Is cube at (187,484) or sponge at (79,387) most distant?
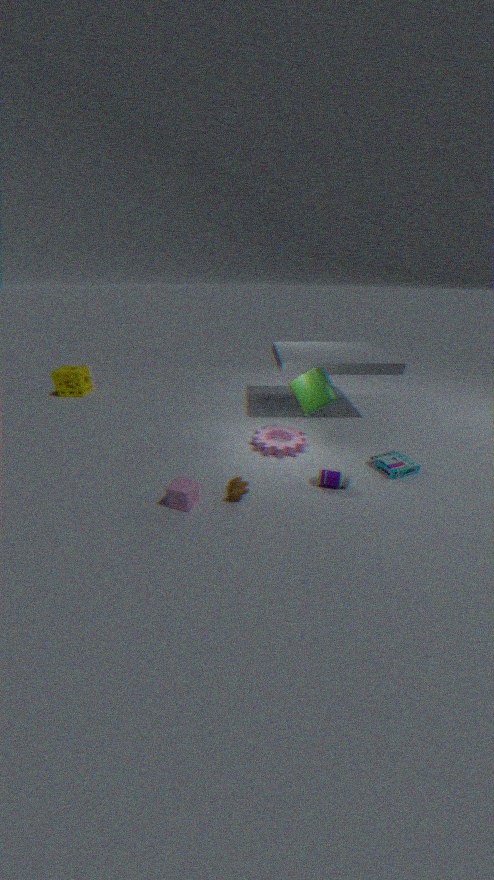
sponge at (79,387)
